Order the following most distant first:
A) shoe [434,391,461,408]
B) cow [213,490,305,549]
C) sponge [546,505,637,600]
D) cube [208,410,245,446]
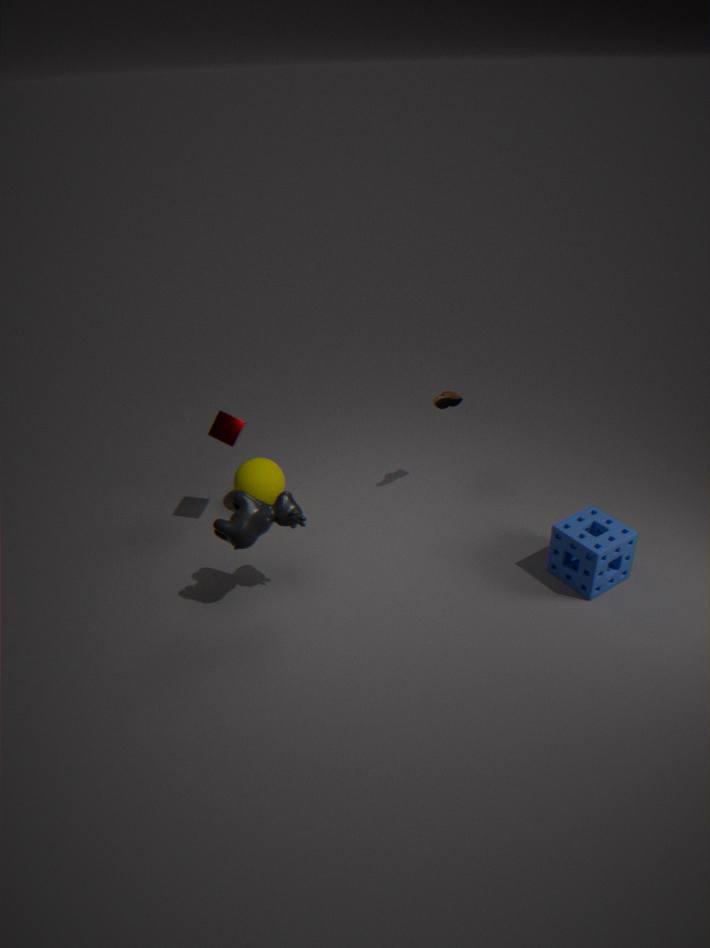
1. shoe [434,391,461,408]
2. cube [208,410,245,446]
3. sponge [546,505,637,600]
4. cow [213,490,305,549]
